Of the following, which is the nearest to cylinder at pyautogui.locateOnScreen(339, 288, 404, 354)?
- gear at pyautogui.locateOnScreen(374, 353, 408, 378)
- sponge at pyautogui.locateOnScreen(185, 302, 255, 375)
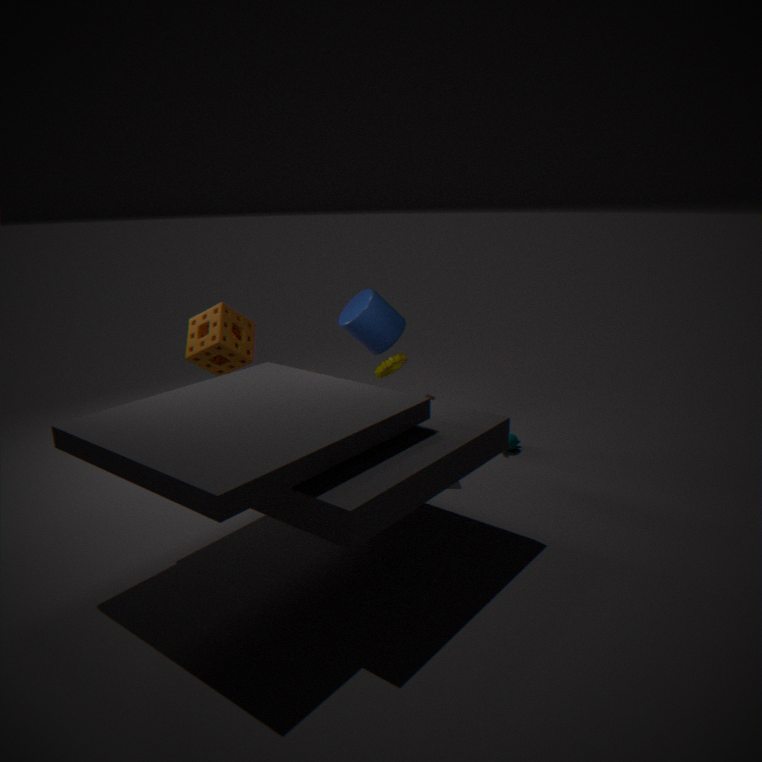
gear at pyautogui.locateOnScreen(374, 353, 408, 378)
